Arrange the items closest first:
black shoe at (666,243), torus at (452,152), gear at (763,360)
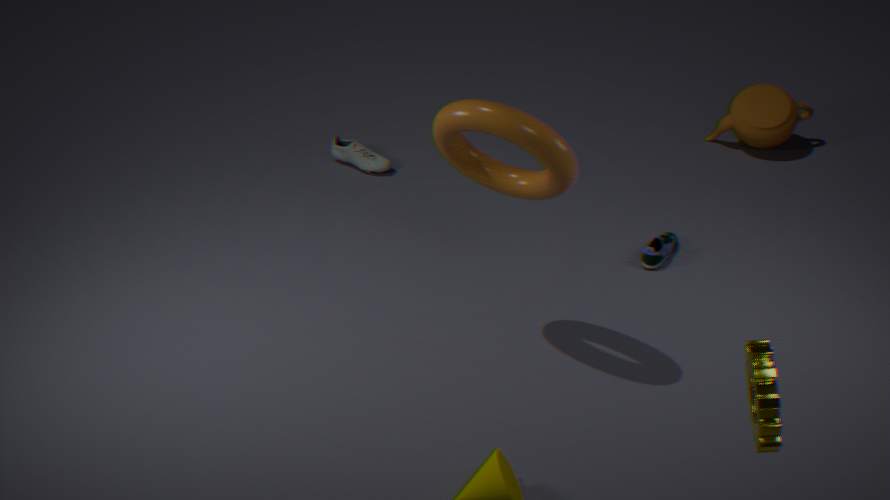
gear at (763,360) < torus at (452,152) < black shoe at (666,243)
